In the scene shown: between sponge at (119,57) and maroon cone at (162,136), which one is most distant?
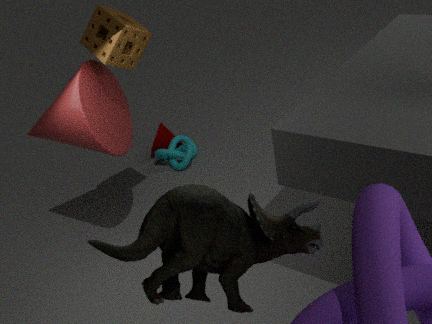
maroon cone at (162,136)
